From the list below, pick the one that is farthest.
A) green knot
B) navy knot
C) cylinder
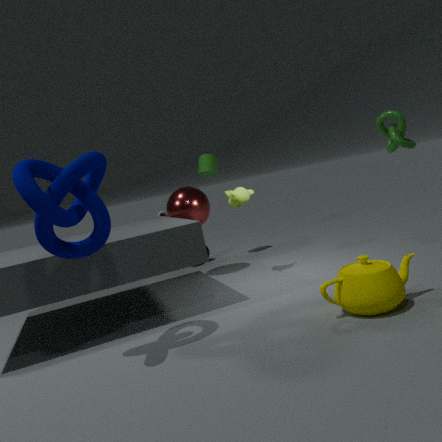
cylinder
